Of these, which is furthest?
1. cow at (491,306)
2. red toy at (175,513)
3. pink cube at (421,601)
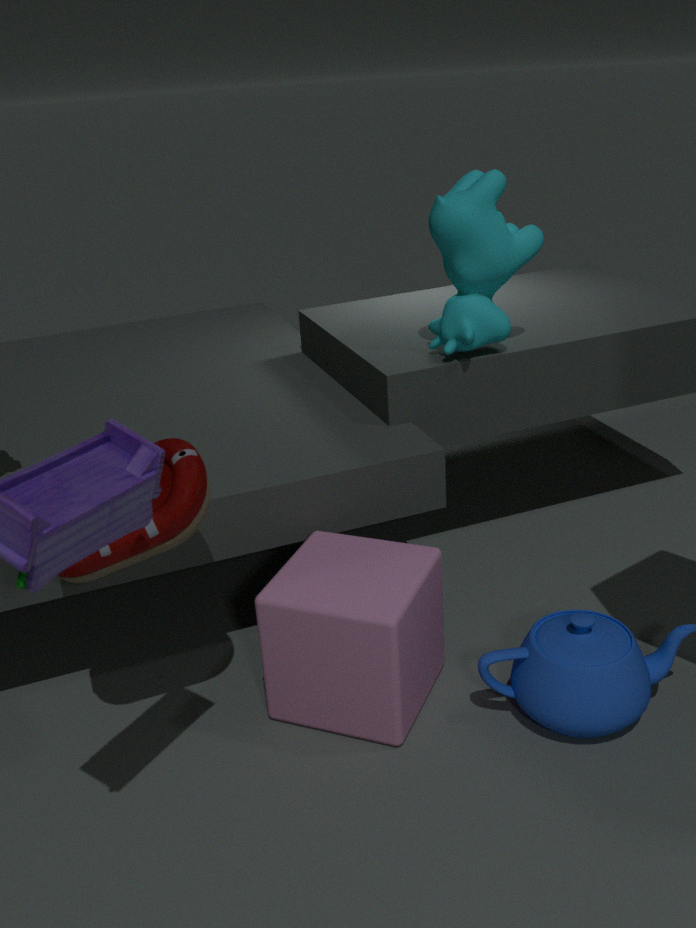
cow at (491,306)
